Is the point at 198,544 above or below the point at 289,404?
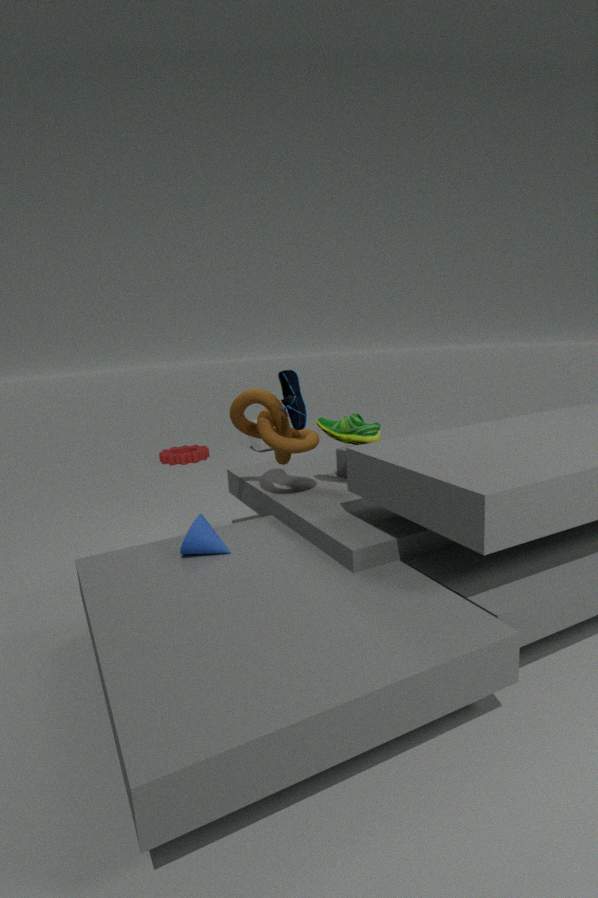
below
